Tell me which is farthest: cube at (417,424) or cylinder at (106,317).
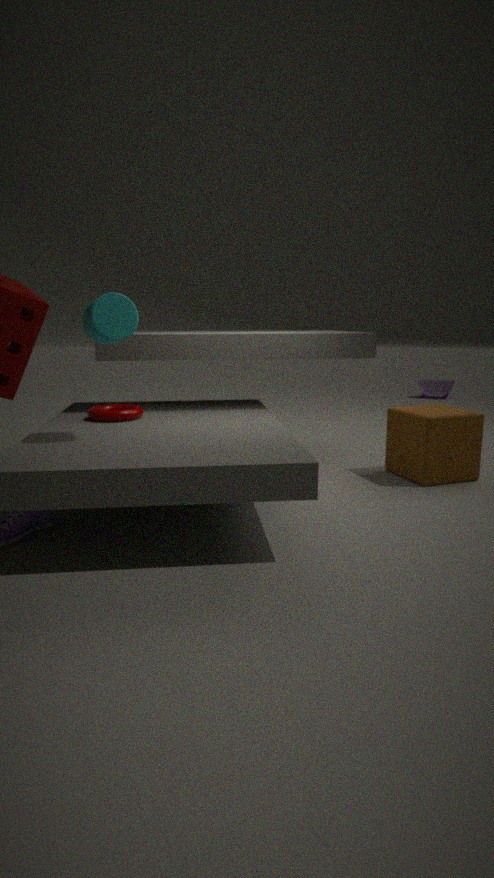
cube at (417,424)
